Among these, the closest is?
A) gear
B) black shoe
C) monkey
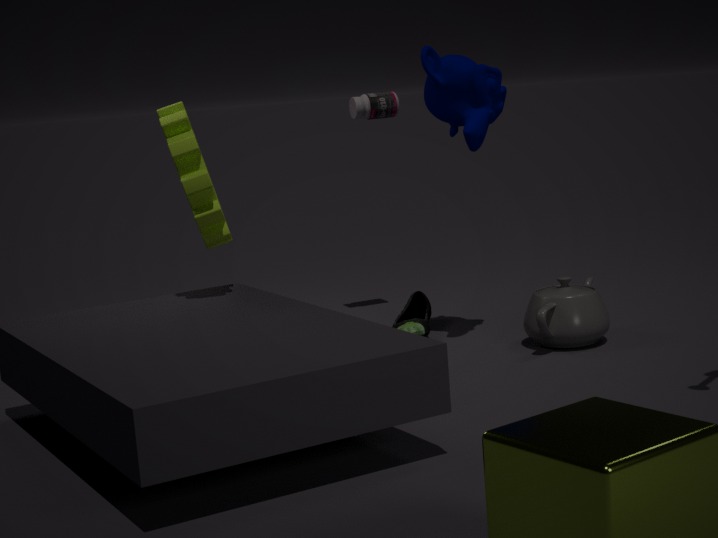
gear
